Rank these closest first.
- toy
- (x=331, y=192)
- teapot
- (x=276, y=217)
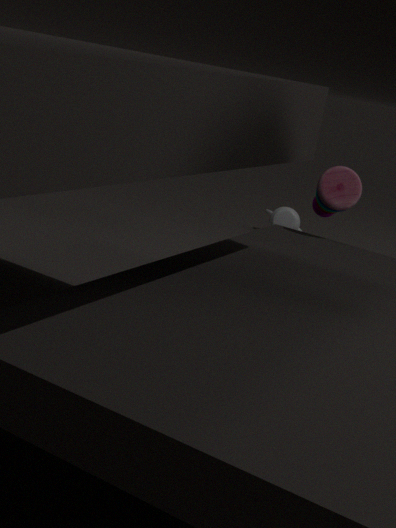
toy → teapot → (x=331, y=192) → (x=276, y=217)
